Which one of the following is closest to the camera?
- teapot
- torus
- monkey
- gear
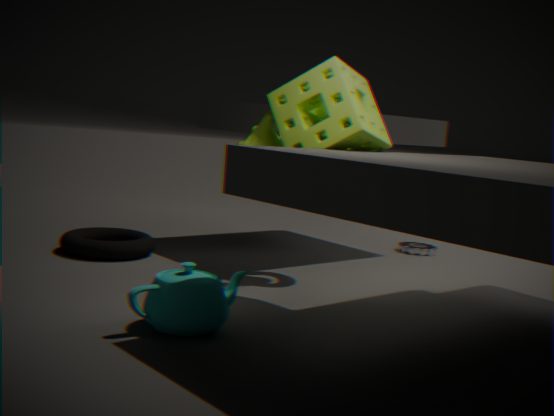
teapot
